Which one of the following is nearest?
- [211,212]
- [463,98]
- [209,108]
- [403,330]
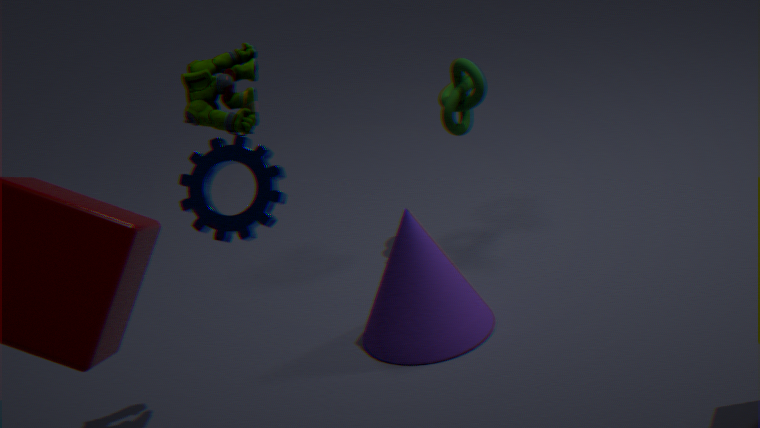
[211,212]
